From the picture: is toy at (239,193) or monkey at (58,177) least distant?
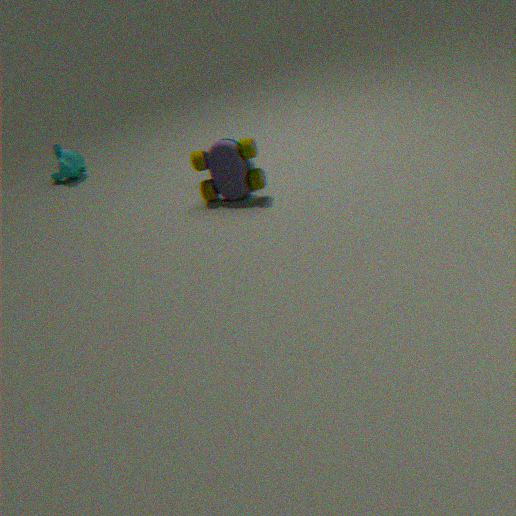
toy at (239,193)
